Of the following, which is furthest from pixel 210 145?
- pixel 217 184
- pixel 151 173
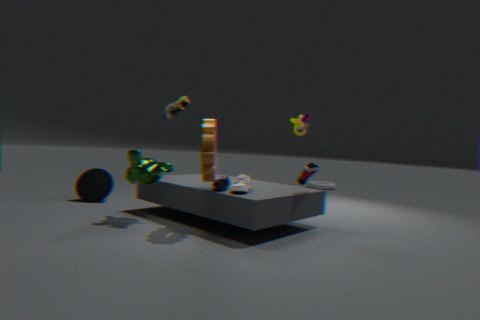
pixel 151 173
